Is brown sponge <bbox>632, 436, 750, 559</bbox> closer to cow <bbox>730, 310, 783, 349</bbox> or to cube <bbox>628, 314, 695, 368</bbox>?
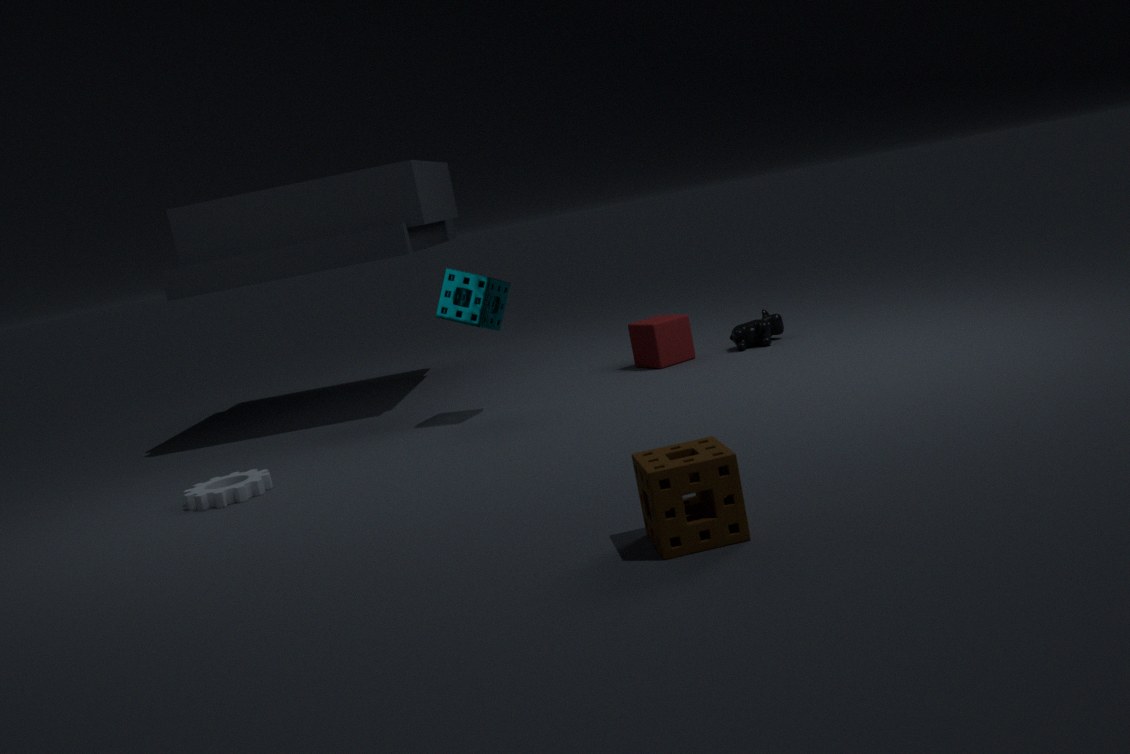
cube <bbox>628, 314, 695, 368</bbox>
